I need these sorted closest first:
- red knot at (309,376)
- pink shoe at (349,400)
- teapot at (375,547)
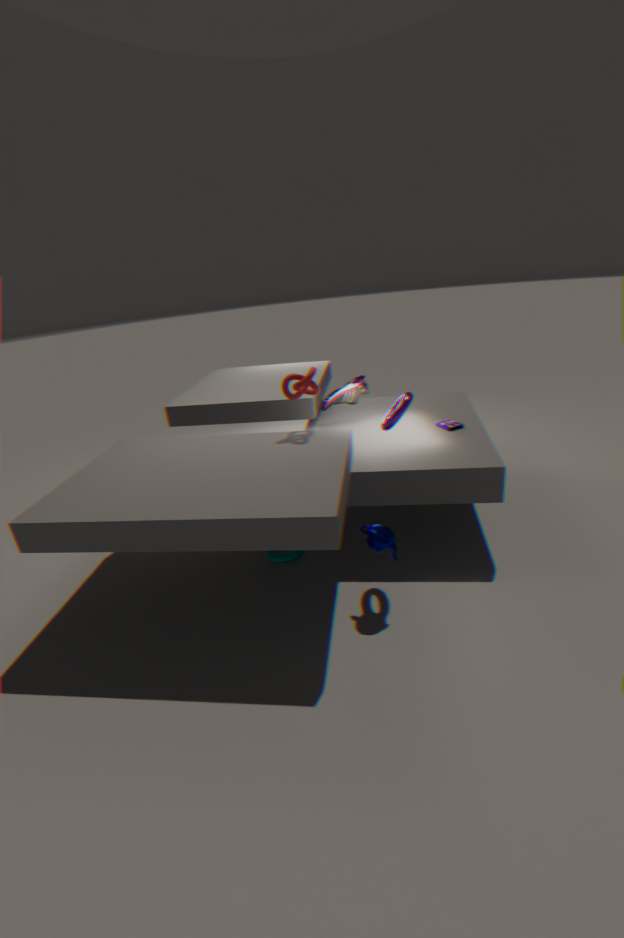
teapot at (375,547), red knot at (309,376), pink shoe at (349,400)
